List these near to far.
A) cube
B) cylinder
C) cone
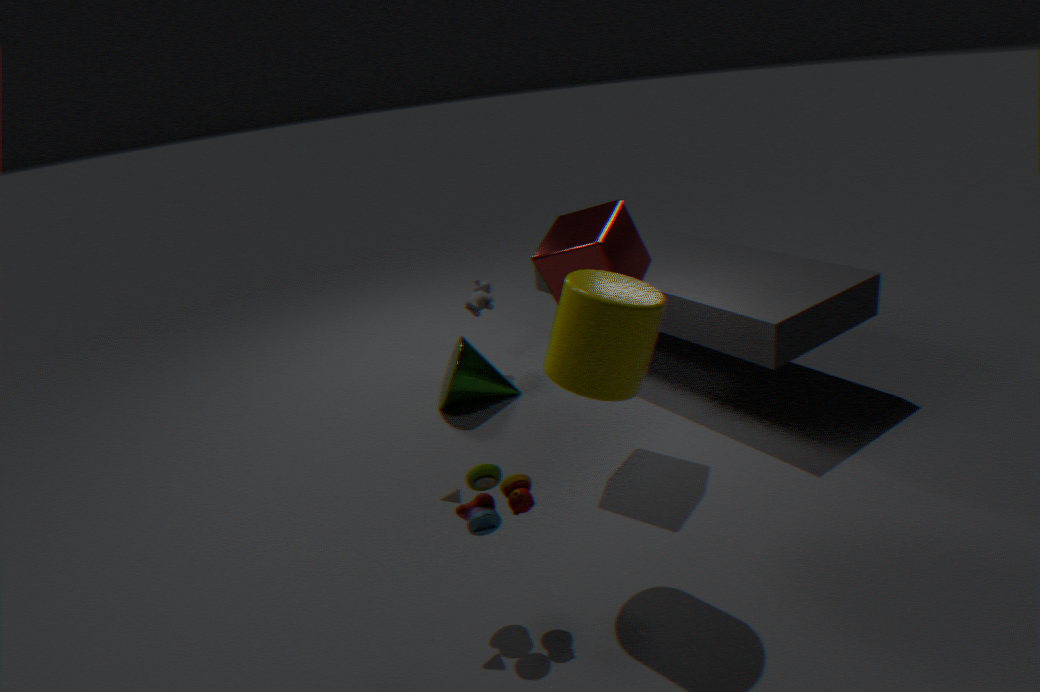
cylinder < cube < cone
